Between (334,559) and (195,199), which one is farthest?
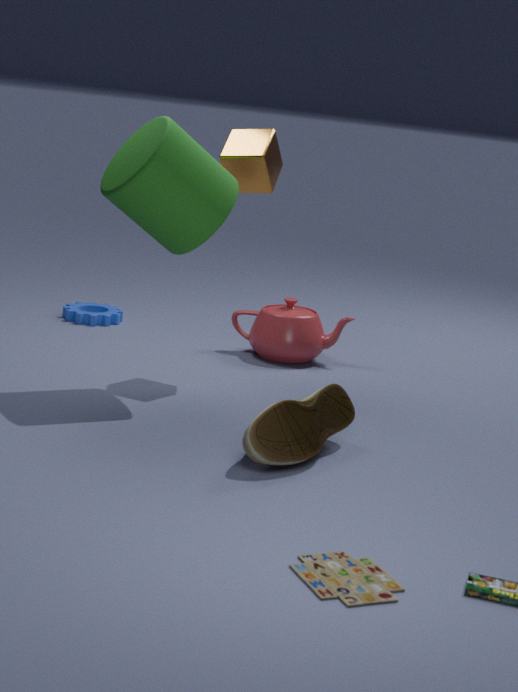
(195,199)
